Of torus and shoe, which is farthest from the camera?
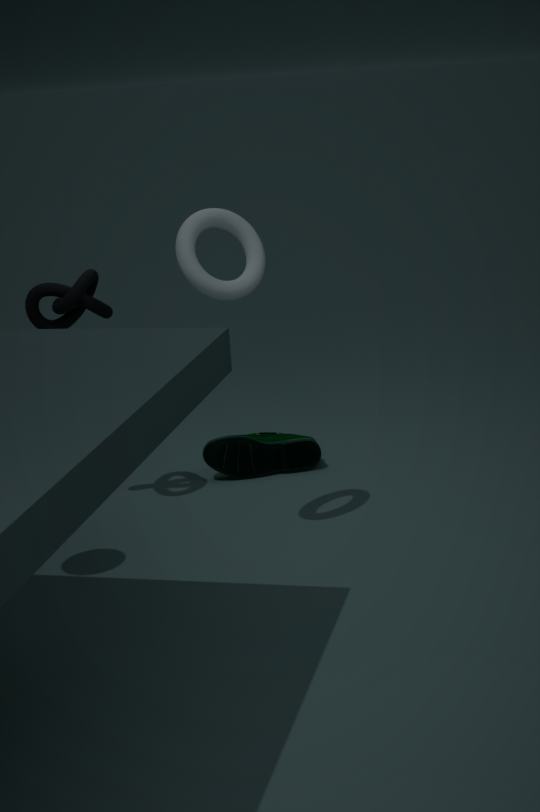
shoe
